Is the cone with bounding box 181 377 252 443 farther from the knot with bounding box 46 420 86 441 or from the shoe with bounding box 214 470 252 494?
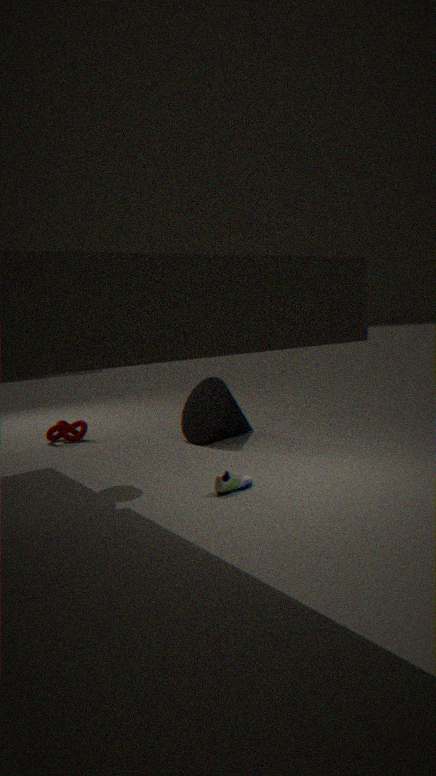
the shoe with bounding box 214 470 252 494
